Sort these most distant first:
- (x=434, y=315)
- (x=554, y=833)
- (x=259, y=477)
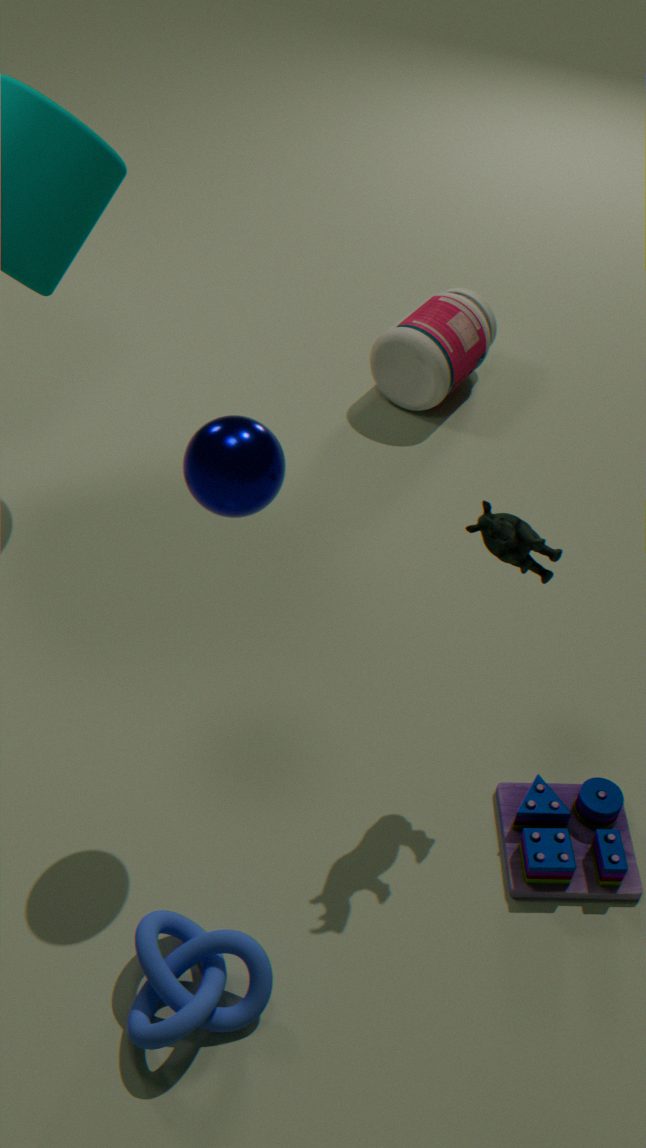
(x=434, y=315) < (x=554, y=833) < (x=259, y=477)
